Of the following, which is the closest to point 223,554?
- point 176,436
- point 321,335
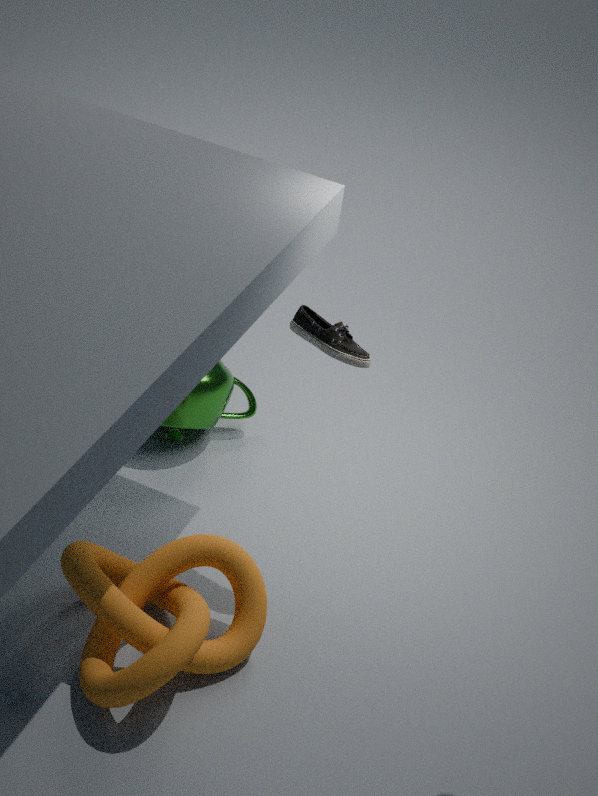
point 321,335
